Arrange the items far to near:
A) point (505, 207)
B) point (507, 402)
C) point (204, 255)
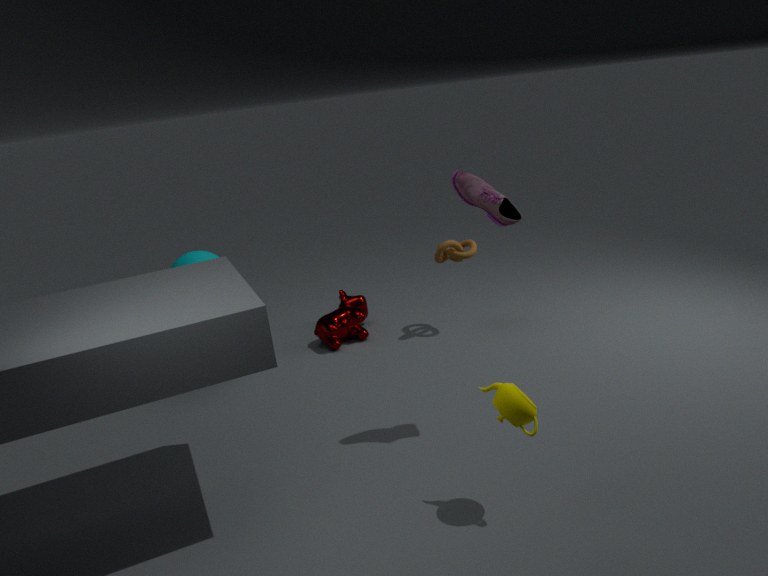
1. point (204, 255)
2. point (505, 207)
3. point (507, 402)
